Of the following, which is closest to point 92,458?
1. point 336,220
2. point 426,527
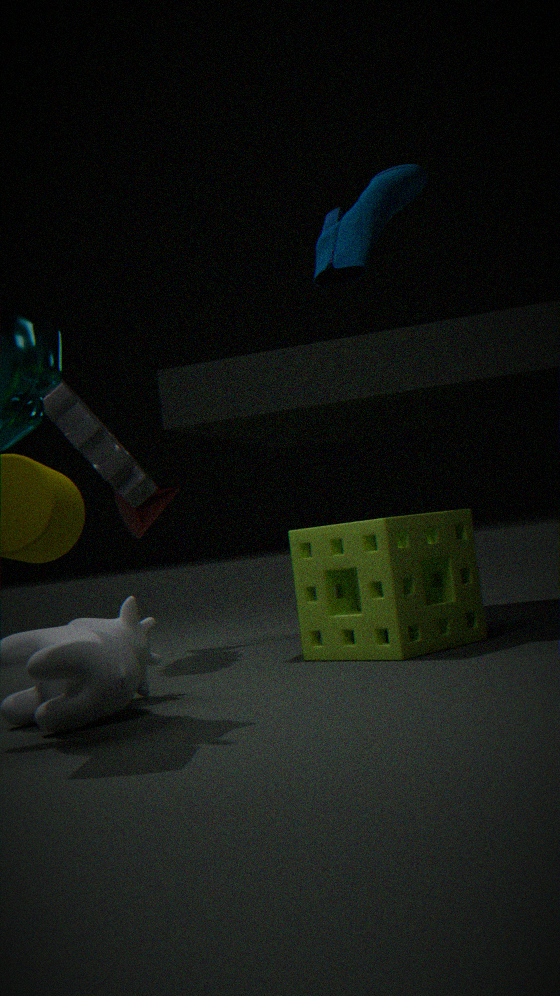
point 426,527
